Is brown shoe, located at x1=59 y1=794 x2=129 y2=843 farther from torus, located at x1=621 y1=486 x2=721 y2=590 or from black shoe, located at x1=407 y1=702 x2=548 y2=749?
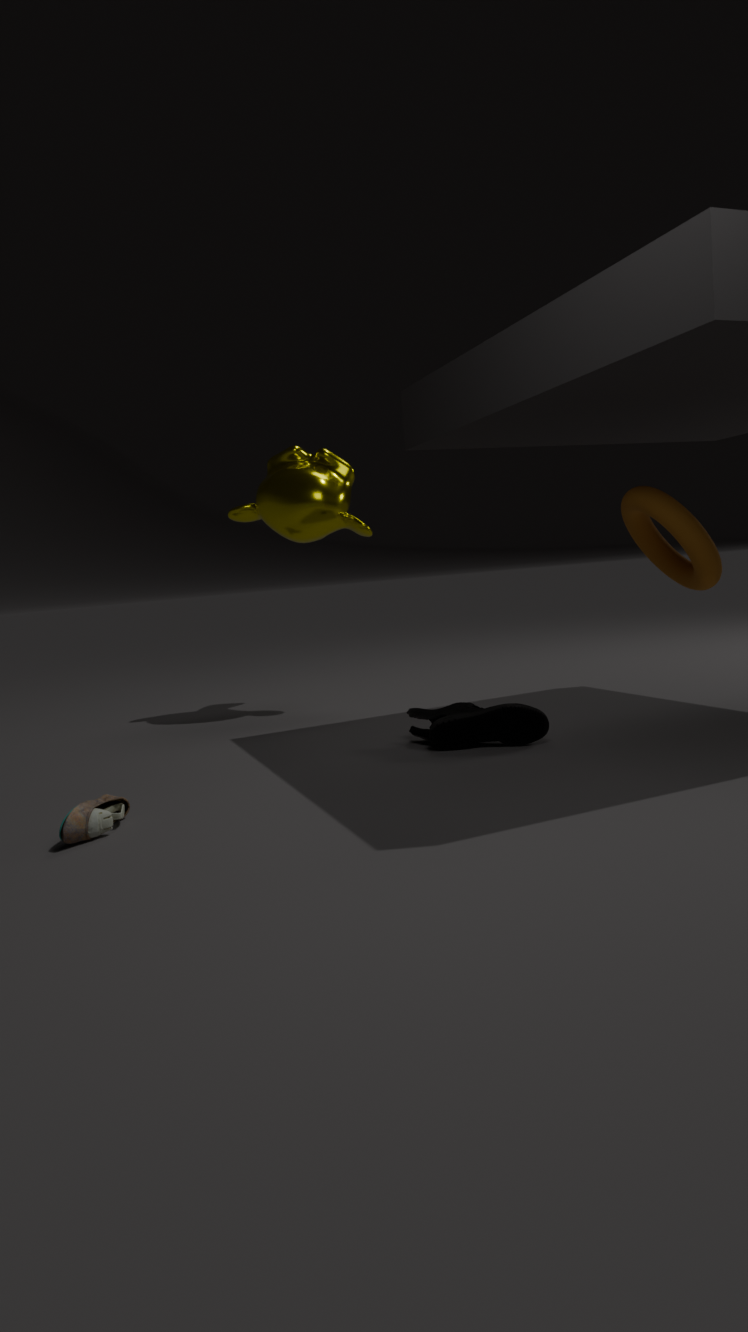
torus, located at x1=621 y1=486 x2=721 y2=590
